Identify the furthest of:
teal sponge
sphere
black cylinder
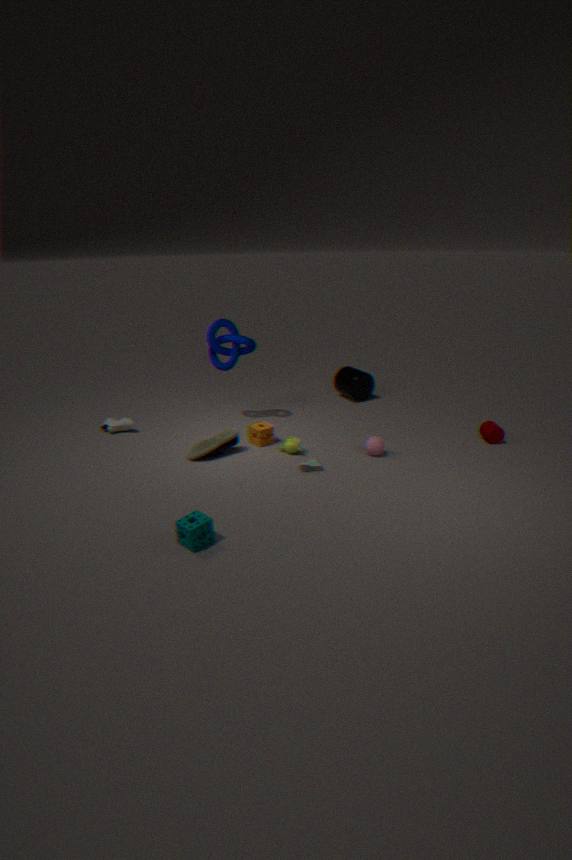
black cylinder
